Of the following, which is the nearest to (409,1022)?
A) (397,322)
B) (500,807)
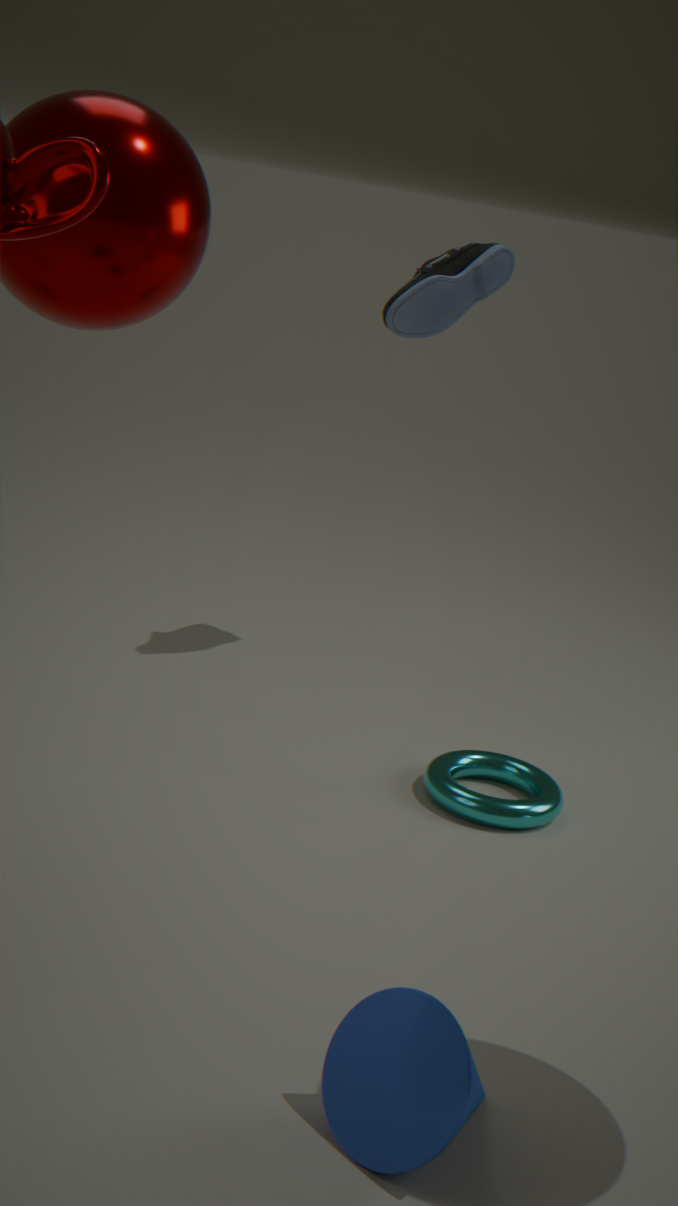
(500,807)
